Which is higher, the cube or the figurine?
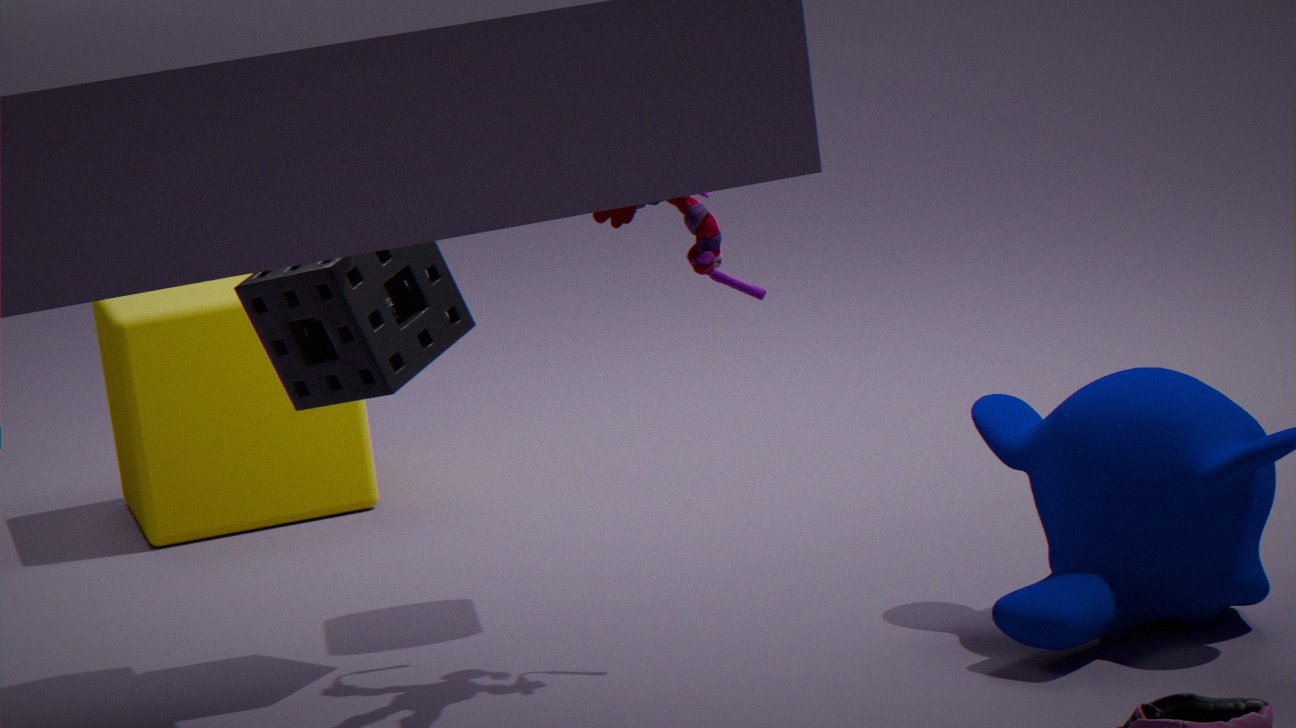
the figurine
